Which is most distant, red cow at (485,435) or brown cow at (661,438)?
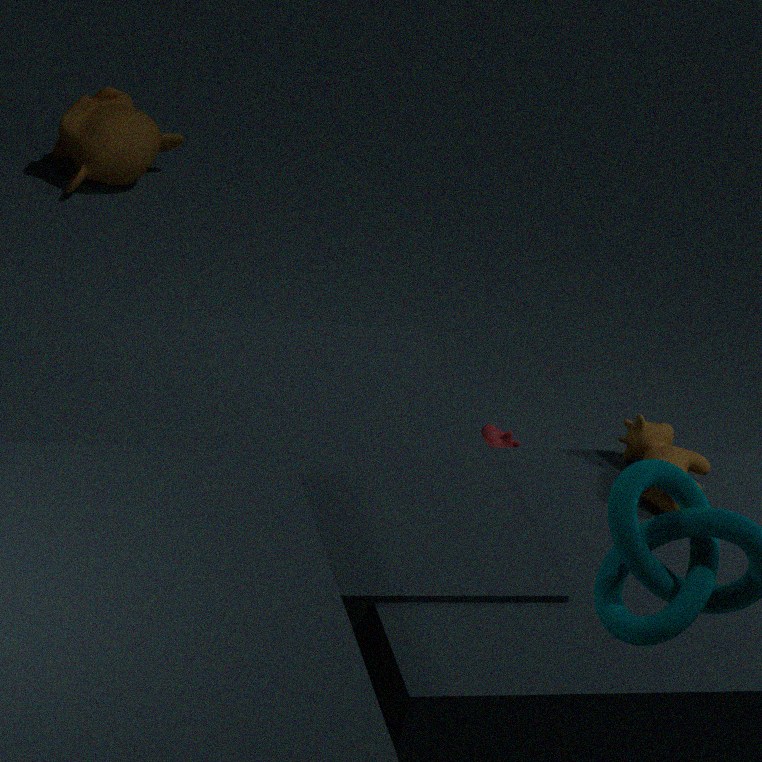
red cow at (485,435)
